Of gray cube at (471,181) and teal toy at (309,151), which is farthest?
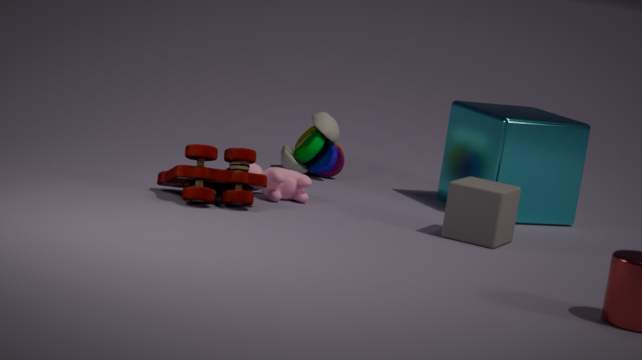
teal toy at (309,151)
